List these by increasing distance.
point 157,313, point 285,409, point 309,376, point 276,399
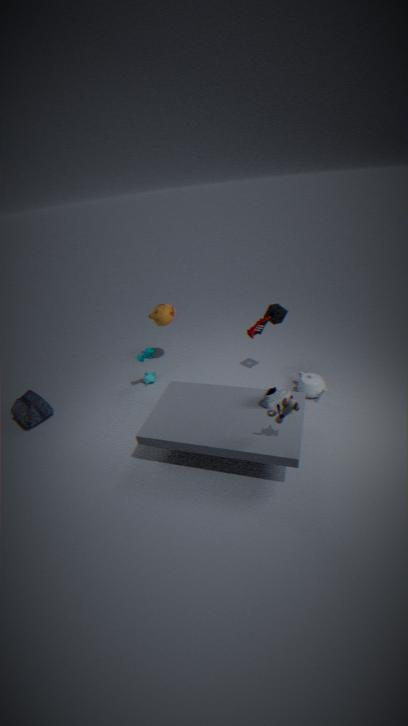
point 285,409
point 276,399
point 309,376
point 157,313
